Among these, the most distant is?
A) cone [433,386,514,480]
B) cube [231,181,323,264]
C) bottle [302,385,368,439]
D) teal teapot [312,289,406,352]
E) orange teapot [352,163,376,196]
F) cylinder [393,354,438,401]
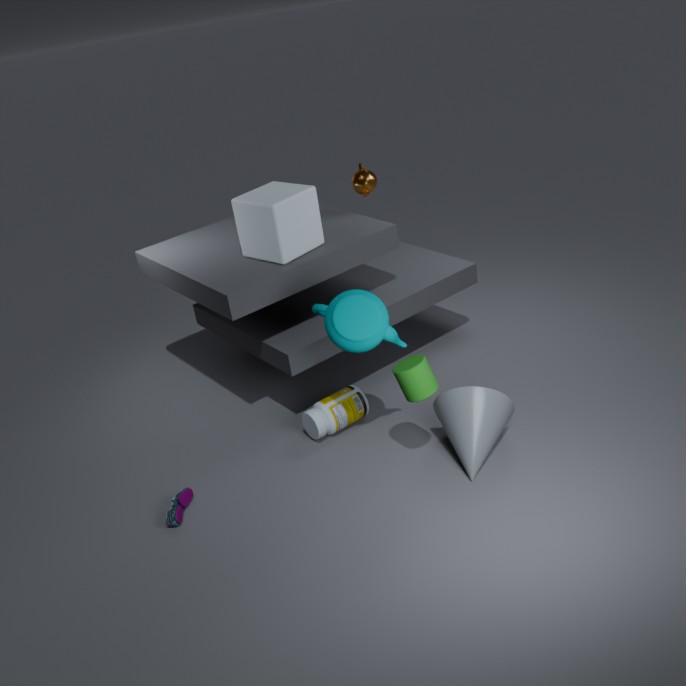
orange teapot [352,163,376,196]
